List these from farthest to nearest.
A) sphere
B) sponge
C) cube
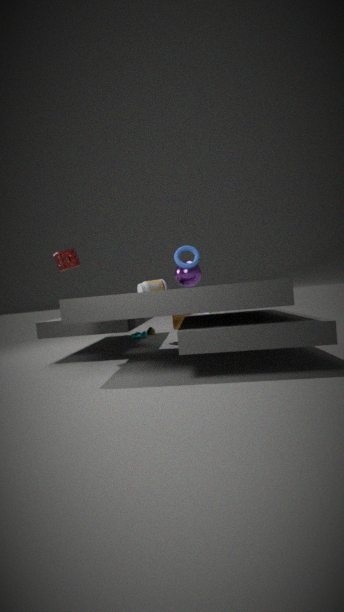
cube, sphere, sponge
